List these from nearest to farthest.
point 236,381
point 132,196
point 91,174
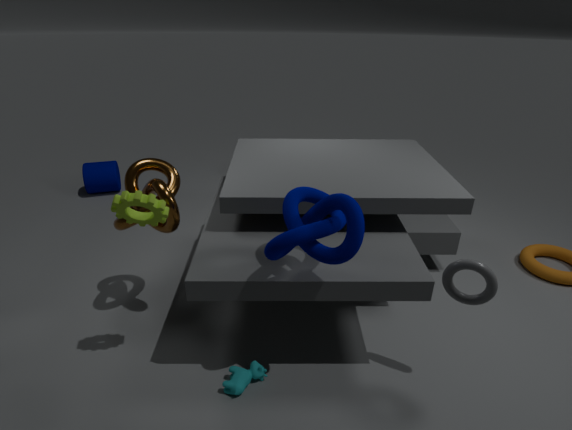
point 132,196 < point 236,381 < point 91,174
